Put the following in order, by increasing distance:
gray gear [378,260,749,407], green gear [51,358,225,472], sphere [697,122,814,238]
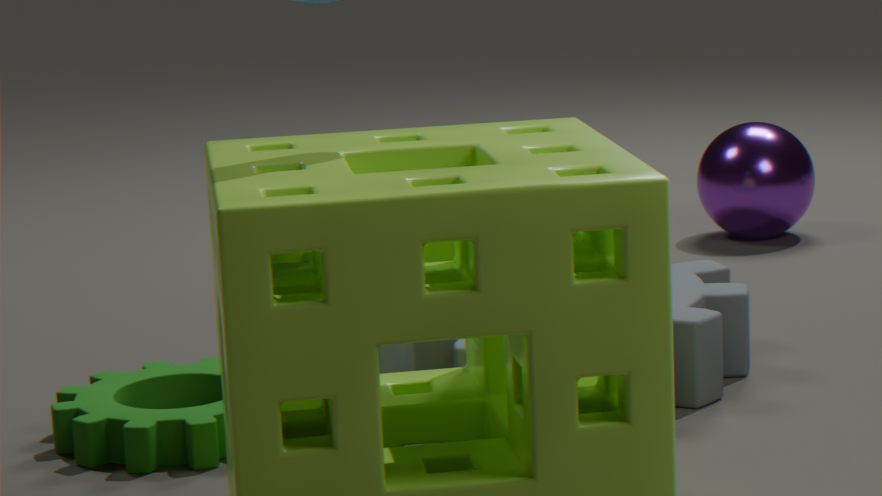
green gear [51,358,225,472] → gray gear [378,260,749,407] → sphere [697,122,814,238]
